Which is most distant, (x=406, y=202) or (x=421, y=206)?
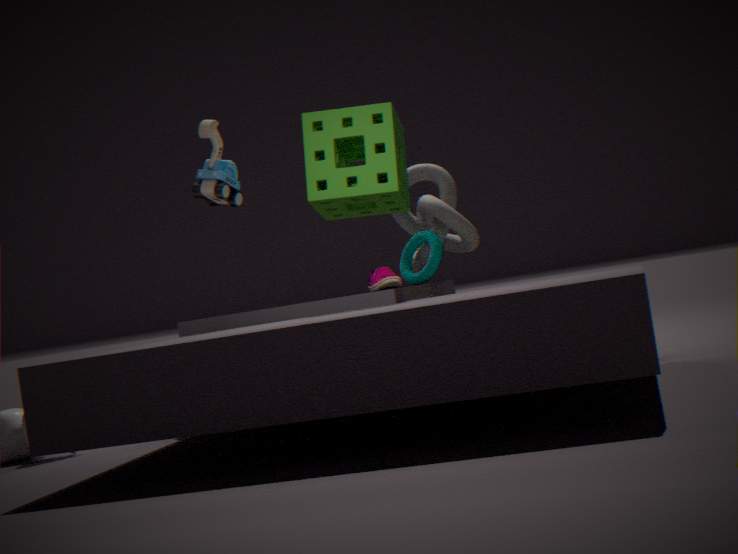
(x=421, y=206)
